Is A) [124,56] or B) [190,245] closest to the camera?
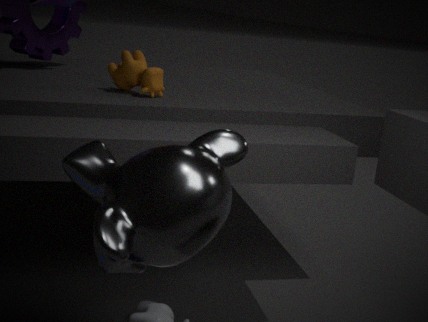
B. [190,245]
